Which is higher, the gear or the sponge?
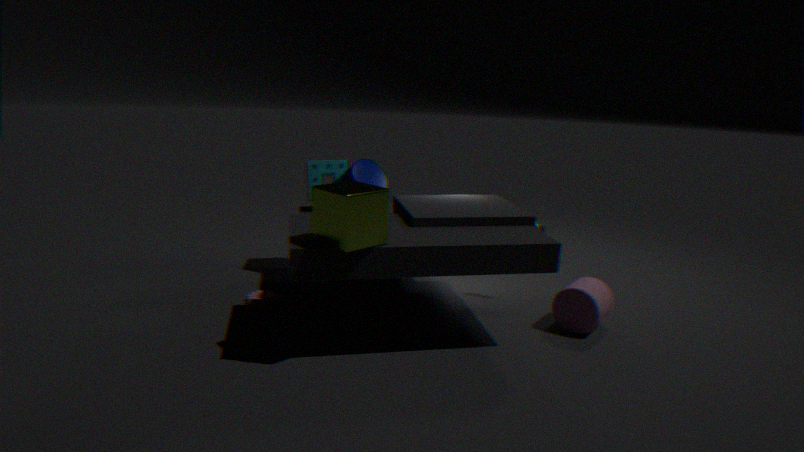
the sponge
